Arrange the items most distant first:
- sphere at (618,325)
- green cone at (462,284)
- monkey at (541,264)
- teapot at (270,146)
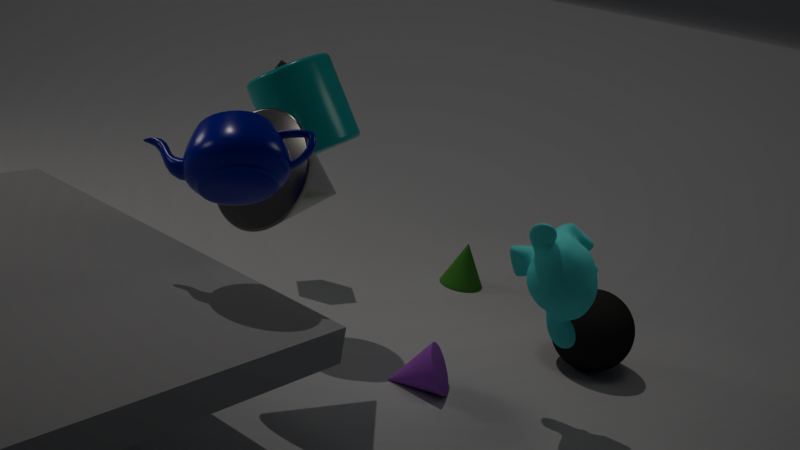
1. green cone at (462,284)
2. sphere at (618,325)
3. monkey at (541,264)
4. teapot at (270,146)
